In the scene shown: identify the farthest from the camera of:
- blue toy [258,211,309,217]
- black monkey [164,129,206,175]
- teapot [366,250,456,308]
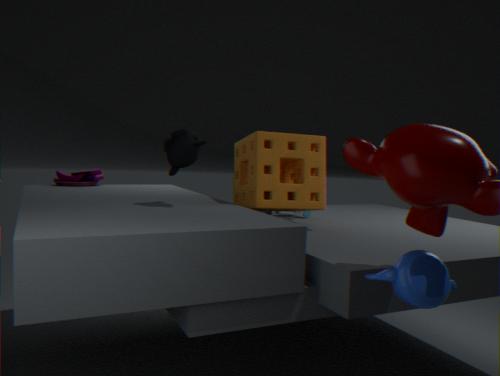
blue toy [258,211,309,217]
